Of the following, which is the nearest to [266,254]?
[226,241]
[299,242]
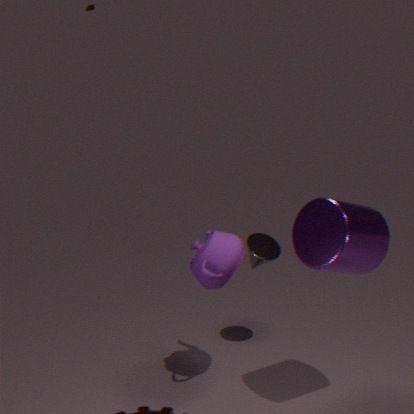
[226,241]
